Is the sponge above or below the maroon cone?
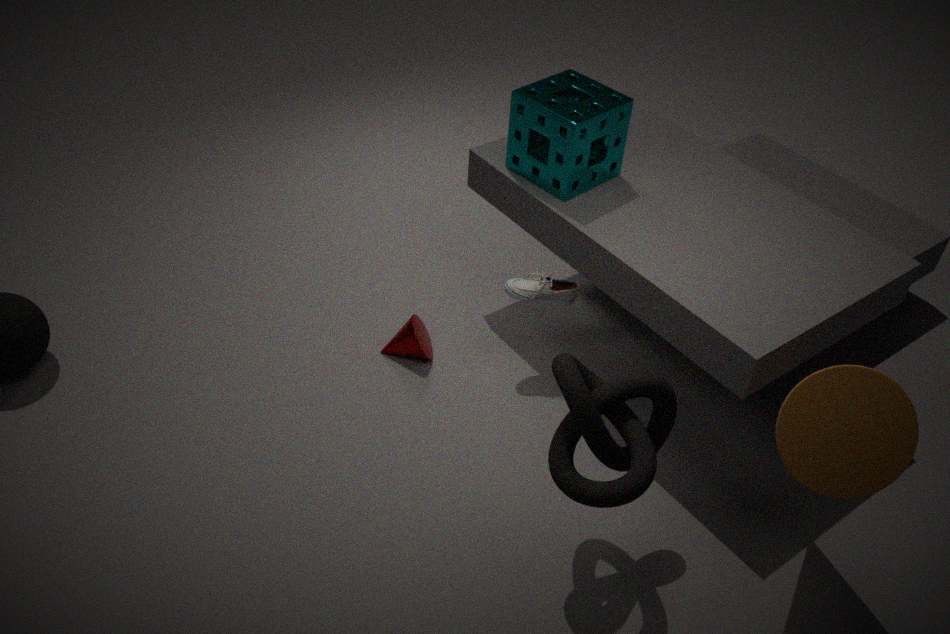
above
